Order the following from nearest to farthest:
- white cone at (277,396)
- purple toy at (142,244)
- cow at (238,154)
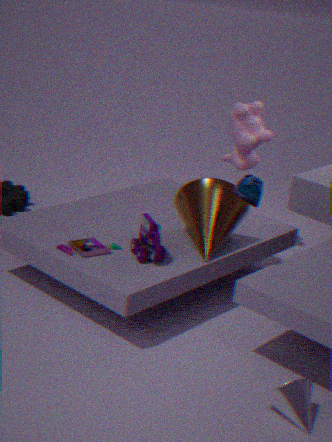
white cone at (277,396)
purple toy at (142,244)
cow at (238,154)
